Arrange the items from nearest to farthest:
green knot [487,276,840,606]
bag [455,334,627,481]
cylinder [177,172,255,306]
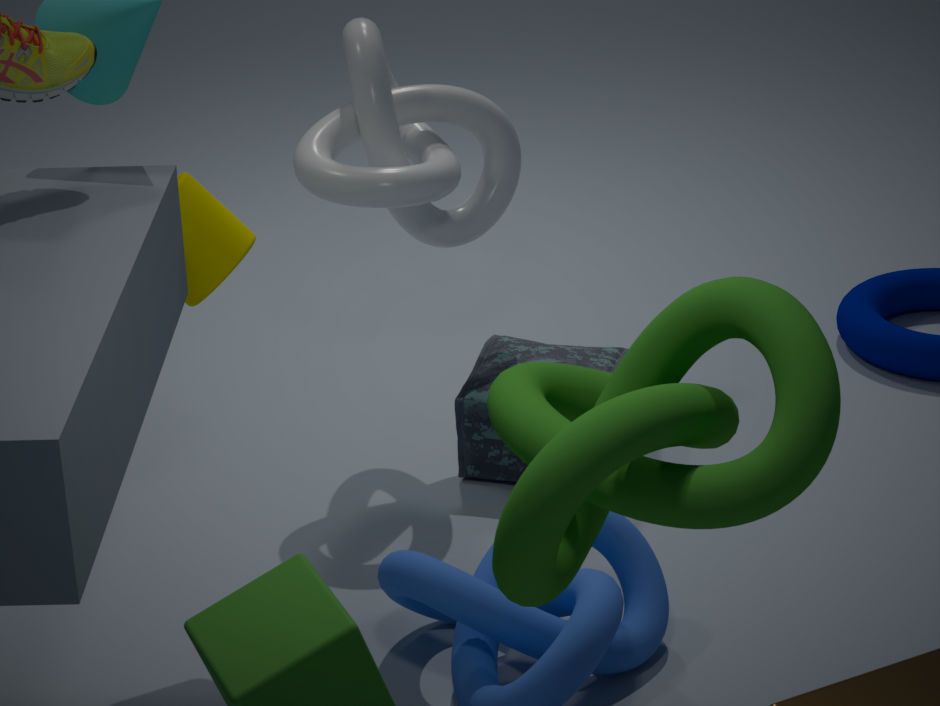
green knot [487,276,840,606] → cylinder [177,172,255,306] → bag [455,334,627,481]
